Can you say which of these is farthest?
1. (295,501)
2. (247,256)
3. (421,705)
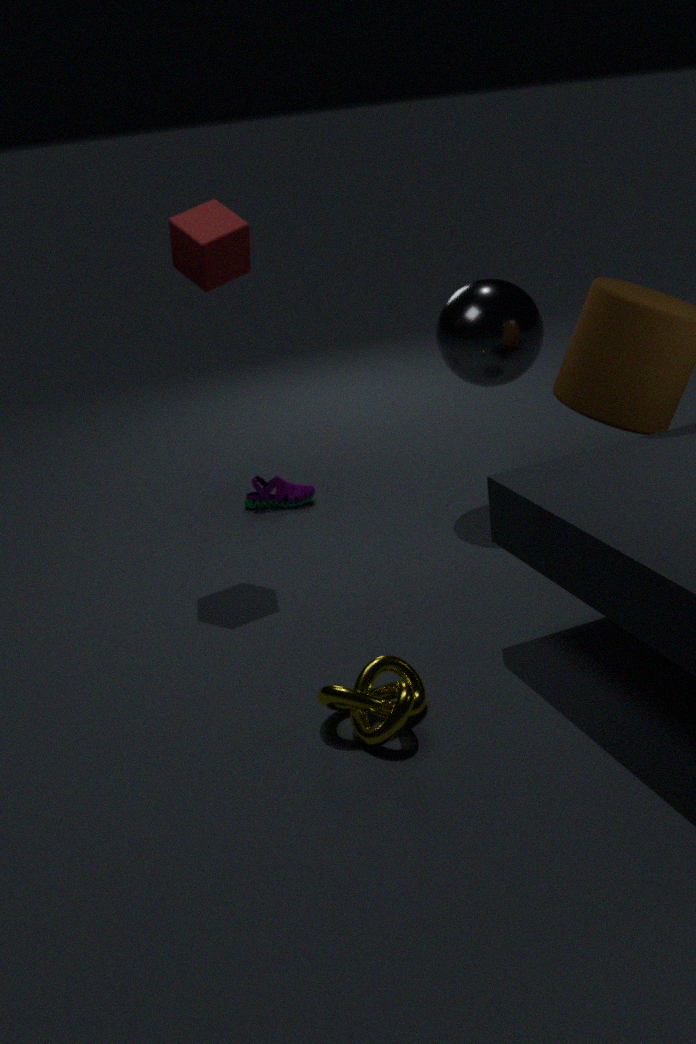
(295,501)
